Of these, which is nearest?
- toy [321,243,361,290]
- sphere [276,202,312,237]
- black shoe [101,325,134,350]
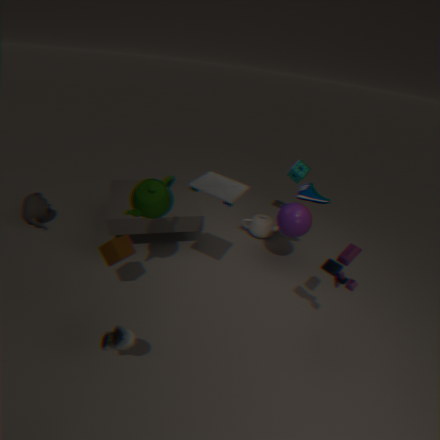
black shoe [101,325,134,350]
